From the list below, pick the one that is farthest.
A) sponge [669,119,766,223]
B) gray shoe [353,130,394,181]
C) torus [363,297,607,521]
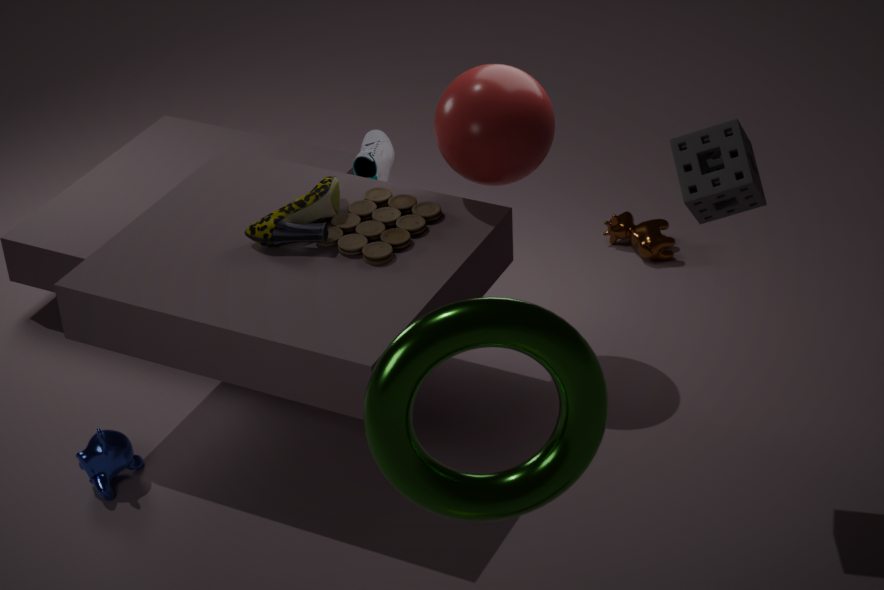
gray shoe [353,130,394,181]
